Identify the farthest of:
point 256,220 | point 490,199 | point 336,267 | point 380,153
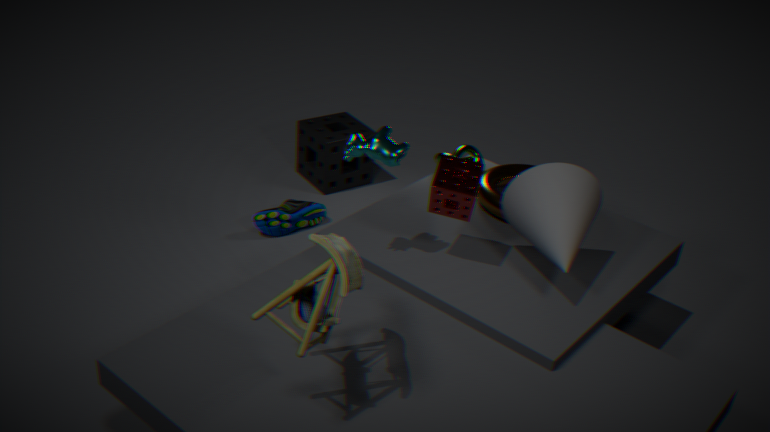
point 256,220
